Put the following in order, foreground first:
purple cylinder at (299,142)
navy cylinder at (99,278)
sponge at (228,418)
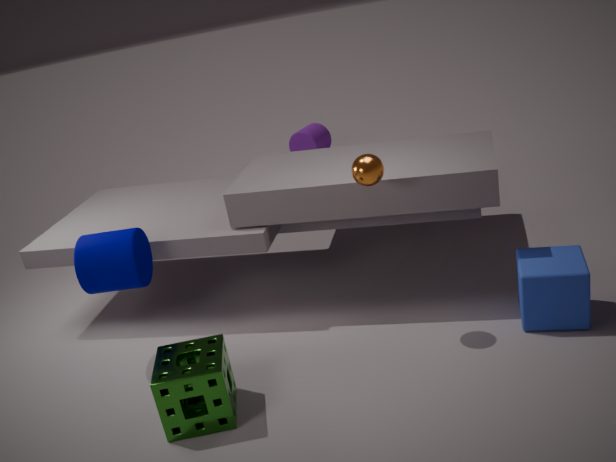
sponge at (228,418) < navy cylinder at (99,278) < purple cylinder at (299,142)
